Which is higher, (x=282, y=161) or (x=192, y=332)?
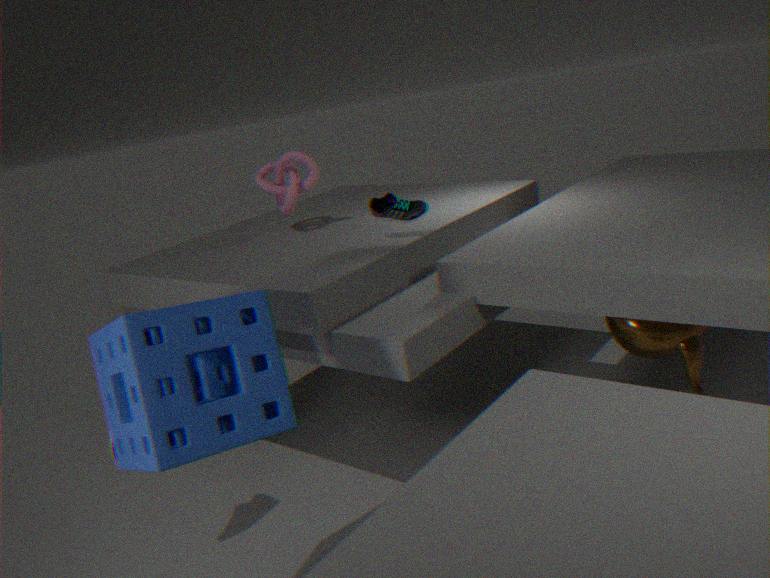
(x=282, y=161)
